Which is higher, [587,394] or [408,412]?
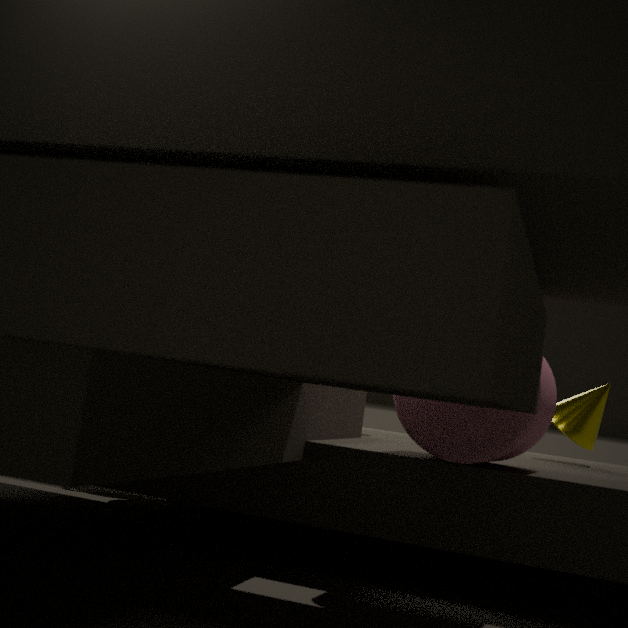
[408,412]
